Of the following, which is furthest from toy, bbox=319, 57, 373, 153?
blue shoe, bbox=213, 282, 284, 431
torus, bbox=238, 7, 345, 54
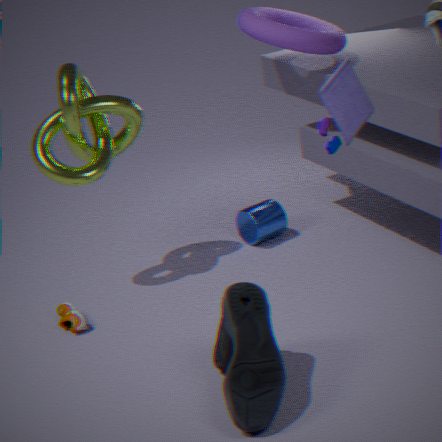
torus, bbox=238, 7, 345, 54
